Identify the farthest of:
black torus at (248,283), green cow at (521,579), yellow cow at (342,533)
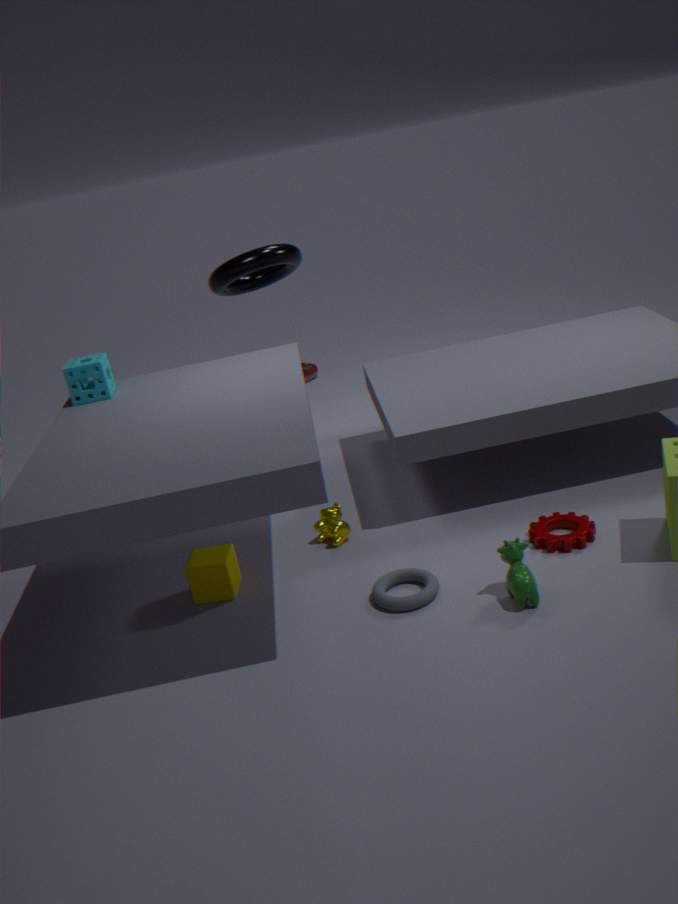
black torus at (248,283)
